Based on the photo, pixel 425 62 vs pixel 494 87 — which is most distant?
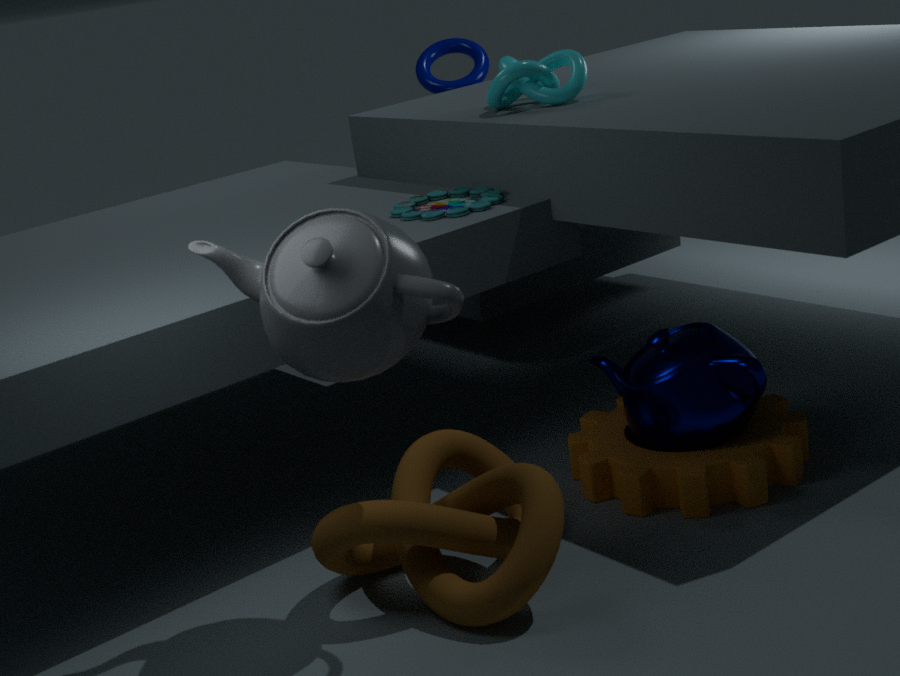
pixel 425 62
